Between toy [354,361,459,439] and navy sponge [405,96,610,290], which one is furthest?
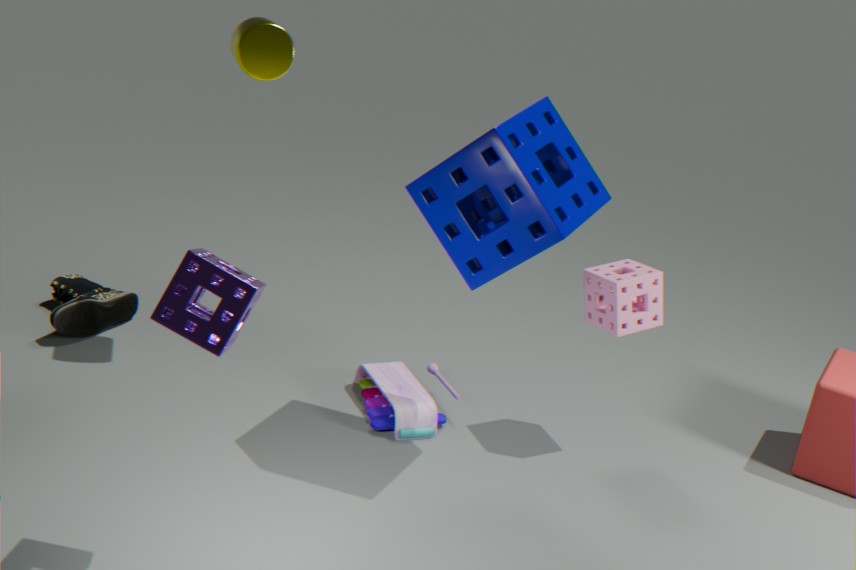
toy [354,361,459,439]
